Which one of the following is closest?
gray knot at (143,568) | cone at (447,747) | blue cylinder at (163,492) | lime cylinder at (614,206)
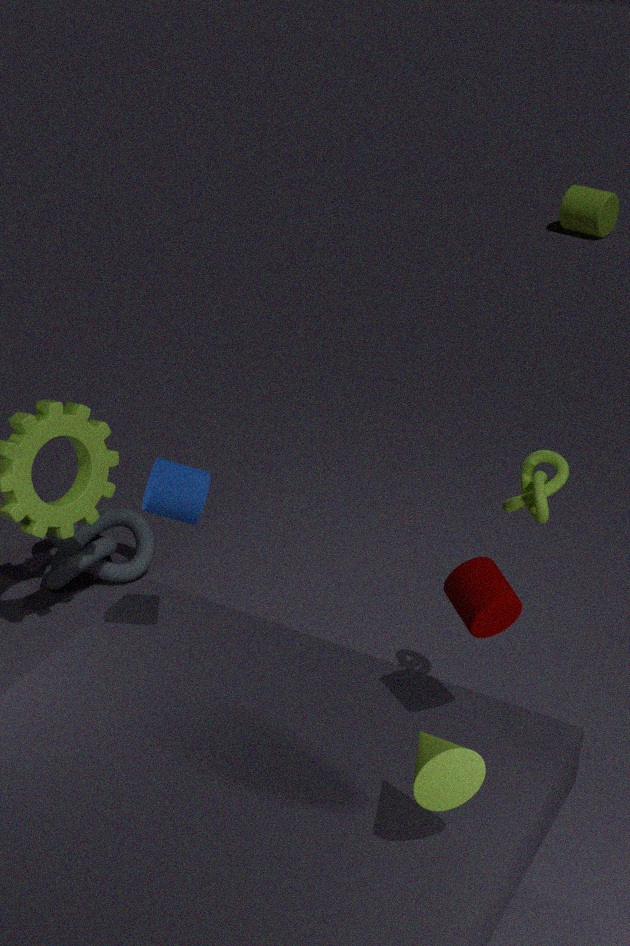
cone at (447,747)
